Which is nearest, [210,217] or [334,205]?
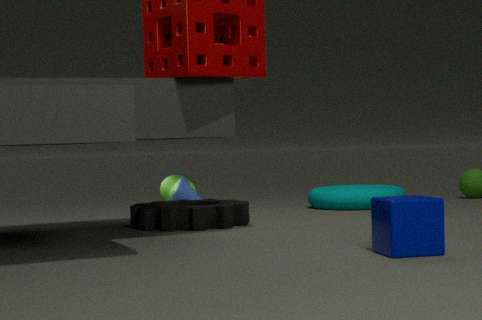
[210,217]
